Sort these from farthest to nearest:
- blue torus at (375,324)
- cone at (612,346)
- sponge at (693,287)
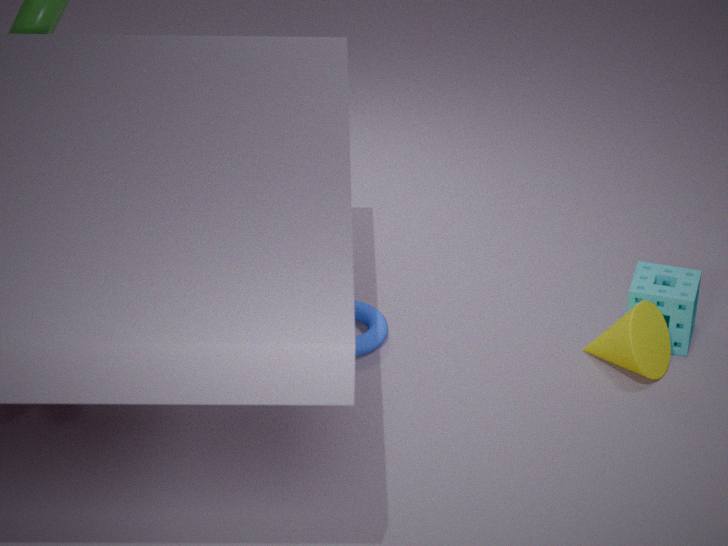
blue torus at (375,324) → sponge at (693,287) → cone at (612,346)
